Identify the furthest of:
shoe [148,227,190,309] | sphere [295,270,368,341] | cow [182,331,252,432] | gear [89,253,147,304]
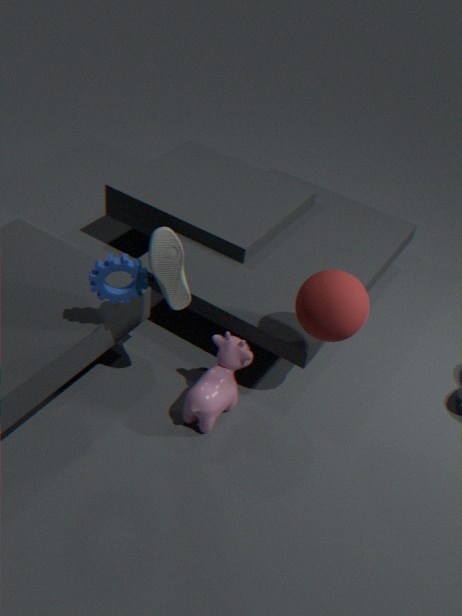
cow [182,331,252,432]
